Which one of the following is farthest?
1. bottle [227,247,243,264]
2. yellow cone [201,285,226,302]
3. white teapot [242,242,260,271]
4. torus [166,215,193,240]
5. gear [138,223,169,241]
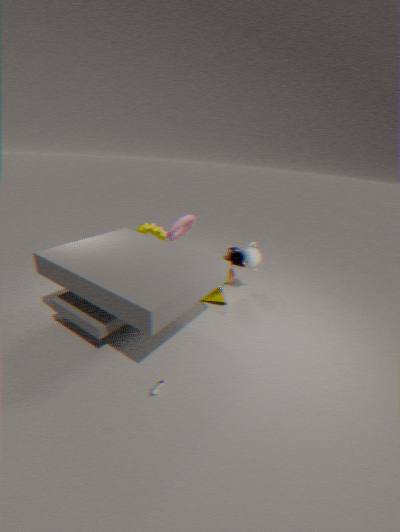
gear [138,223,169,241]
